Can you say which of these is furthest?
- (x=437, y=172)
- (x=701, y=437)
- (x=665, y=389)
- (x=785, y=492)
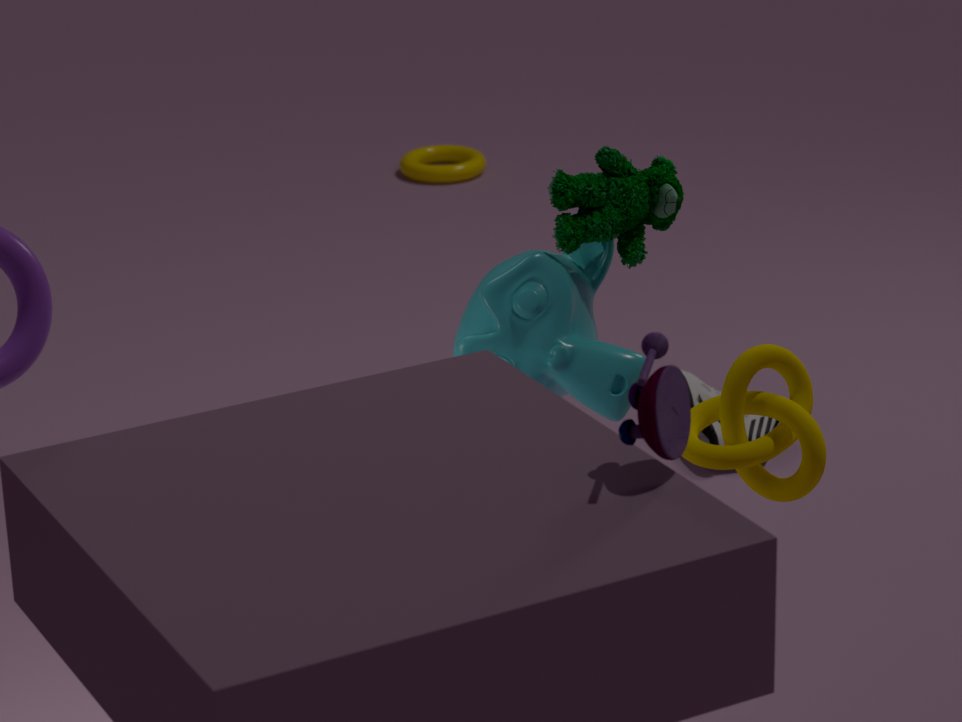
(x=437, y=172)
